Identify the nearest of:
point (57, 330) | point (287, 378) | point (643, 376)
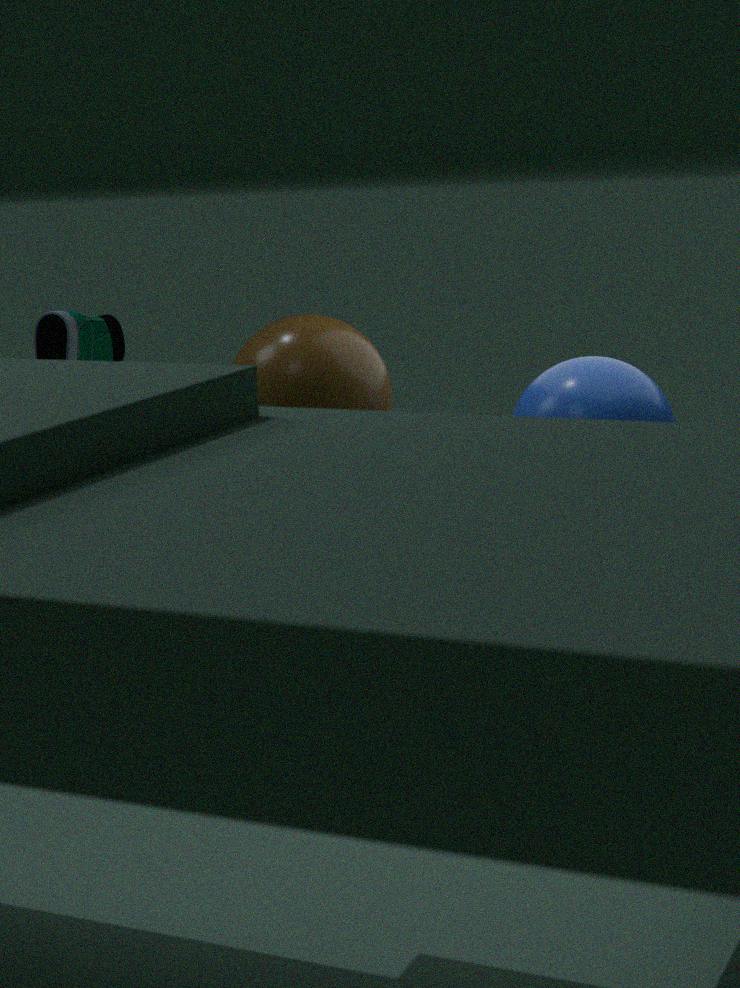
point (287, 378)
